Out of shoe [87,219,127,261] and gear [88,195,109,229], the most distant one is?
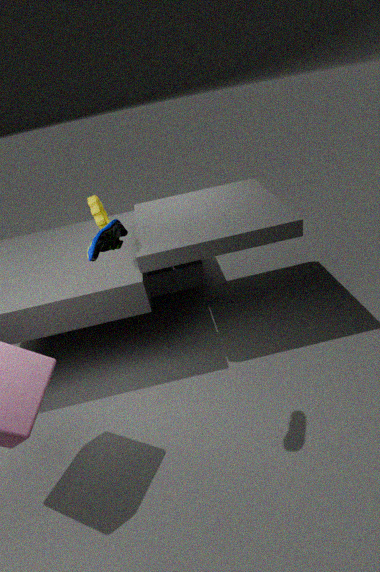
gear [88,195,109,229]
